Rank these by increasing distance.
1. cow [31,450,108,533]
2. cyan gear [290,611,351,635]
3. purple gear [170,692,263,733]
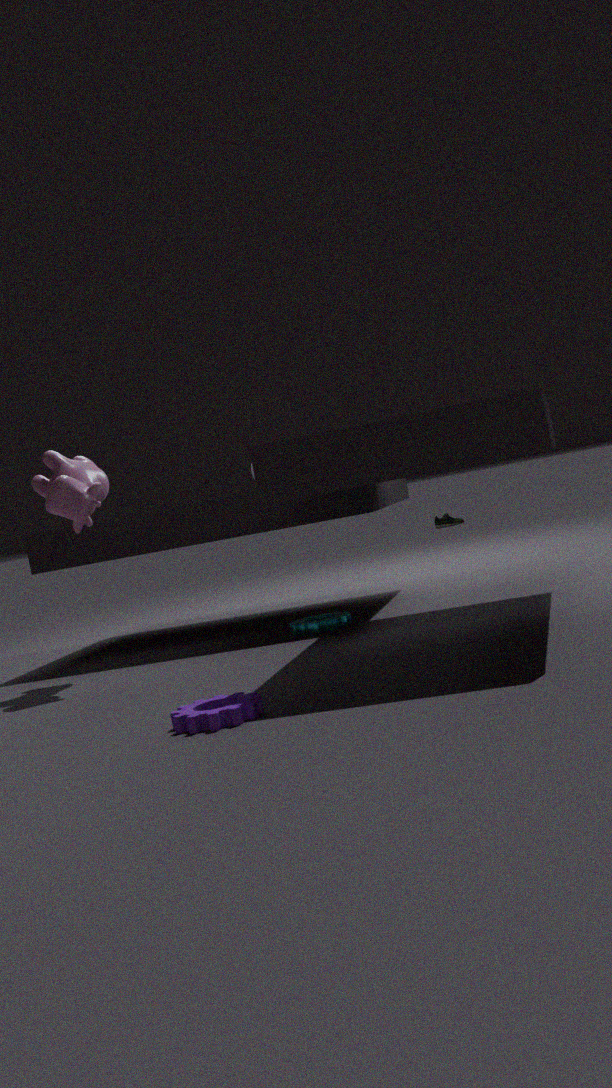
purple gear [170,692,263,733] < cow [31,450,108,533] < cyan gear [290,611,351,635]
